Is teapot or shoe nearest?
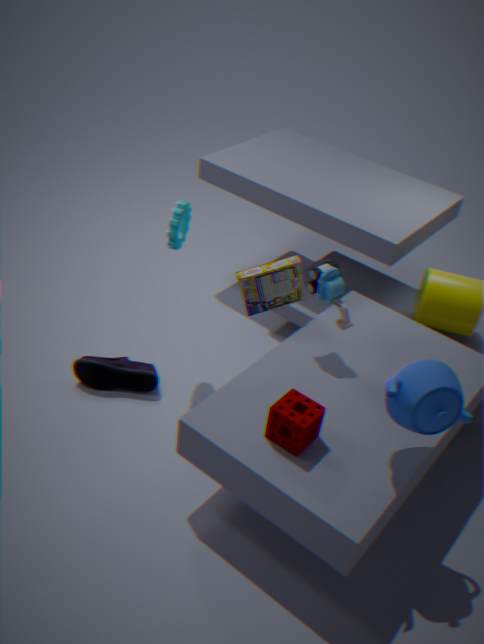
teapot
